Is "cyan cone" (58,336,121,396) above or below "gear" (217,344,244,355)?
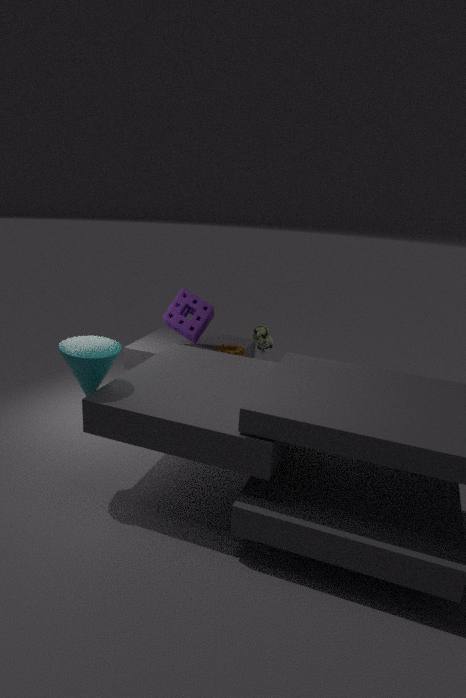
above
